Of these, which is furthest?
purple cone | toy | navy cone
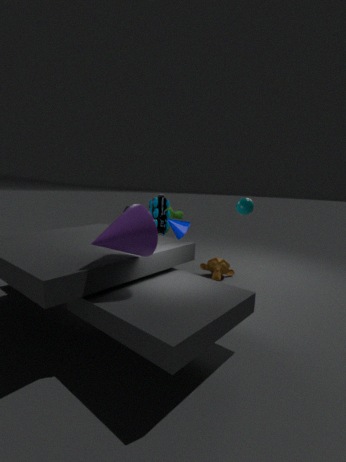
toy
